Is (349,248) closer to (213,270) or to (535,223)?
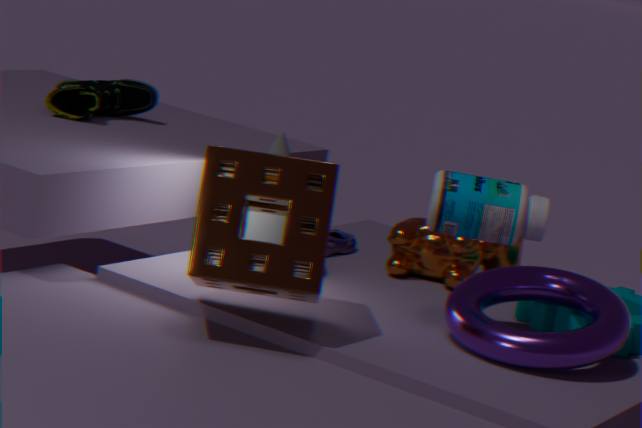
(535,223)
